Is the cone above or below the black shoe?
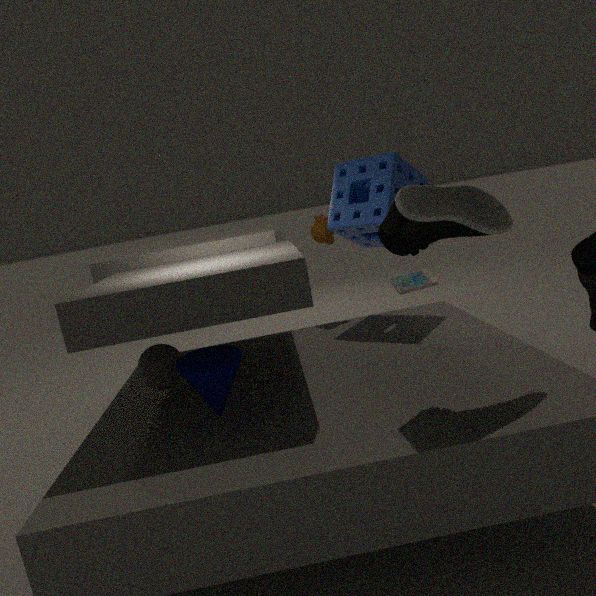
below
